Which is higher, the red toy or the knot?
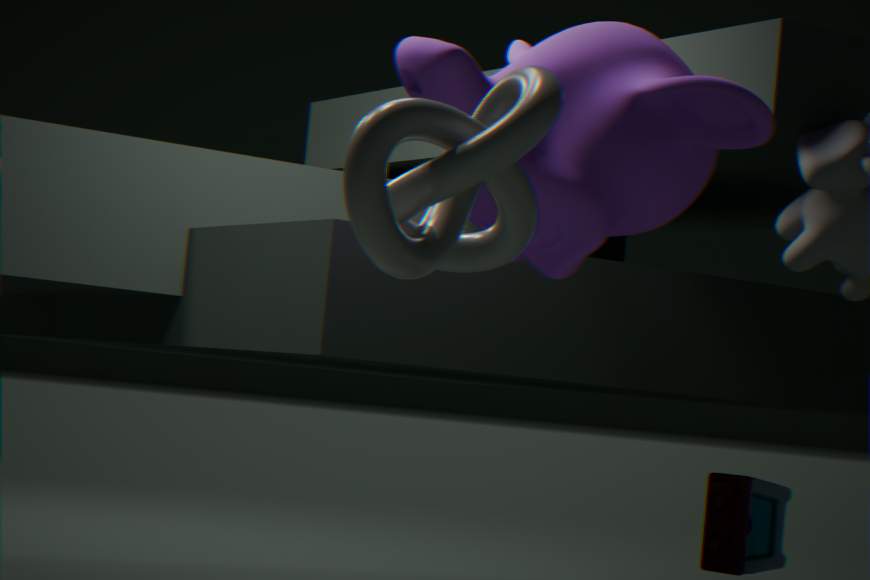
the knot
